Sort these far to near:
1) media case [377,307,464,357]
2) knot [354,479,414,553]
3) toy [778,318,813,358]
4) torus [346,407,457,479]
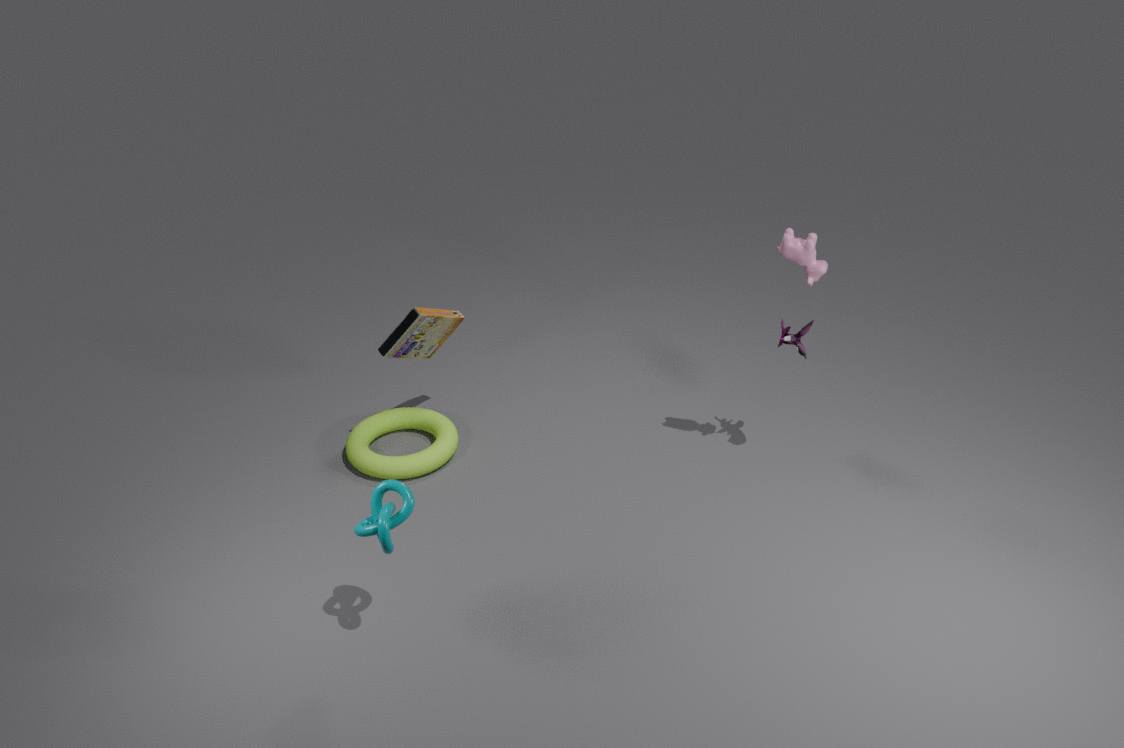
4. torus [346,407,457,479] → 1. media case [377,307,464,357] → 3. toy [778,318,813,358] → 2. knot [354,479,414,553]
